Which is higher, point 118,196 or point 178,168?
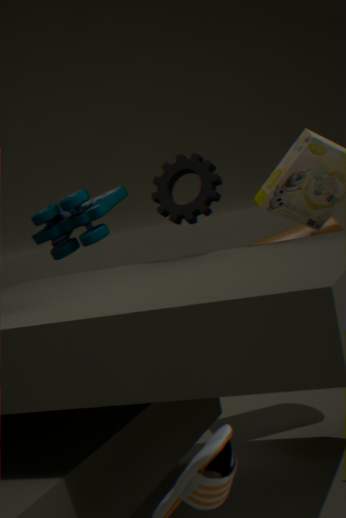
point 178,168
